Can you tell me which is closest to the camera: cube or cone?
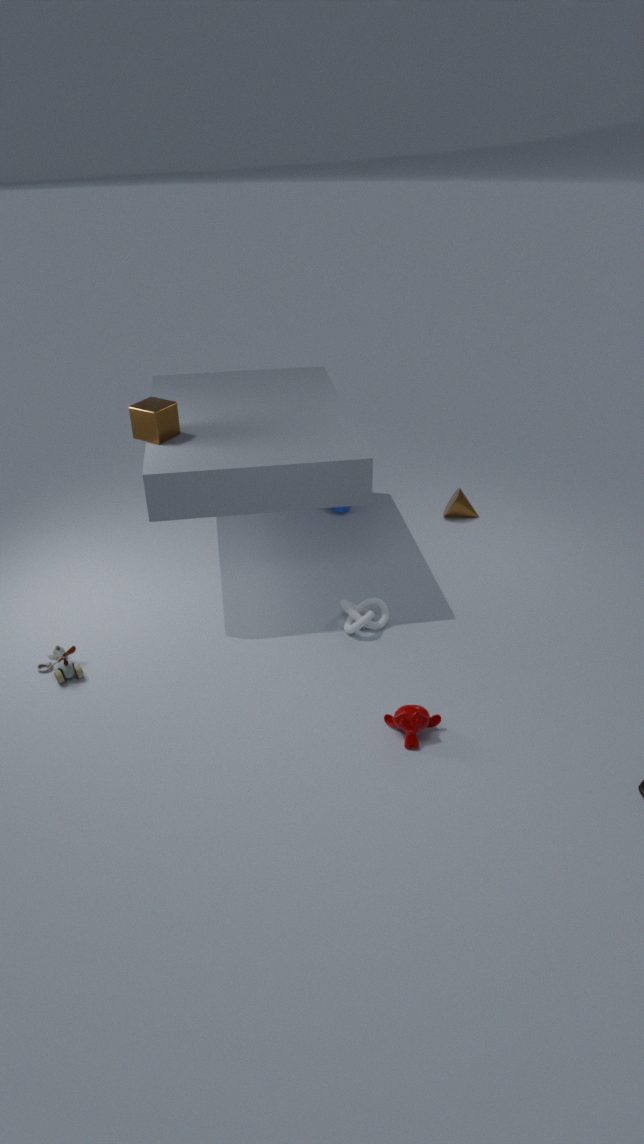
cube
